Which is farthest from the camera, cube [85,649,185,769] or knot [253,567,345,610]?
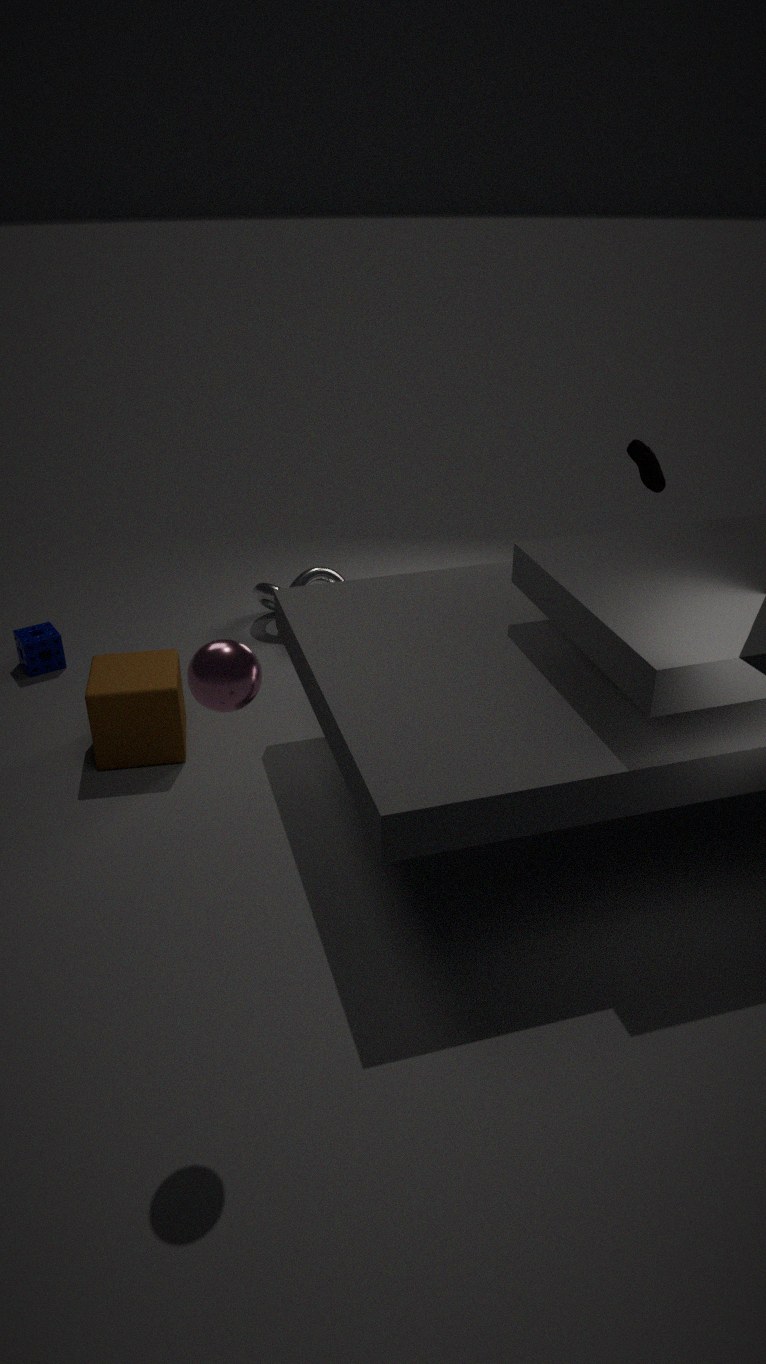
knot [253,567,345,610]
